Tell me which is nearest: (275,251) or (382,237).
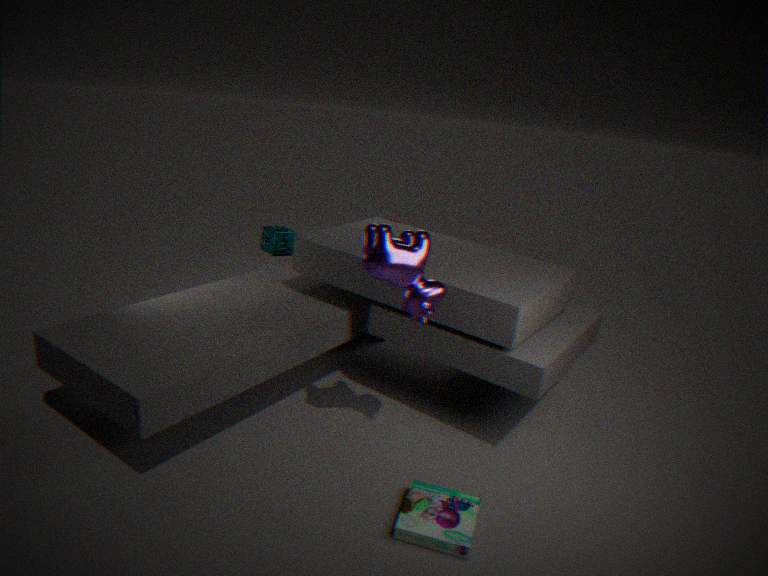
(382,237)
